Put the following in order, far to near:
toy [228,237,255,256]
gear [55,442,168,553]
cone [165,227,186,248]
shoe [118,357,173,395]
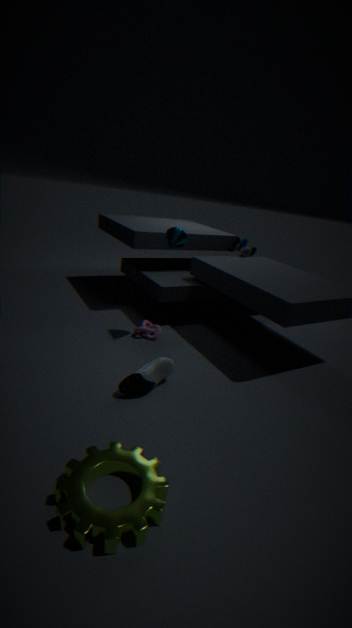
toy [228,237,255,256], cone [165,227,186,248], shoe [118,357,173,395], gear [55,442,168,553]
